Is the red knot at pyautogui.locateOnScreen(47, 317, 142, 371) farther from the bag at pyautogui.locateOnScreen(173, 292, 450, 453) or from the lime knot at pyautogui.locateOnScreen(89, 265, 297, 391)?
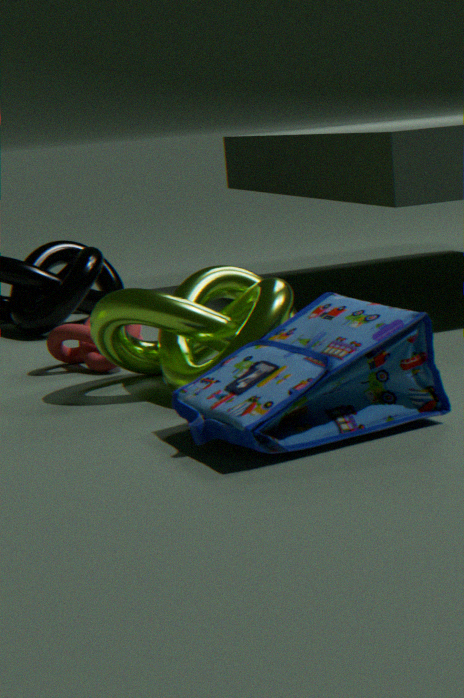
the bag at pyautogui.locateOnScreen(173, 292, 450, 453)
